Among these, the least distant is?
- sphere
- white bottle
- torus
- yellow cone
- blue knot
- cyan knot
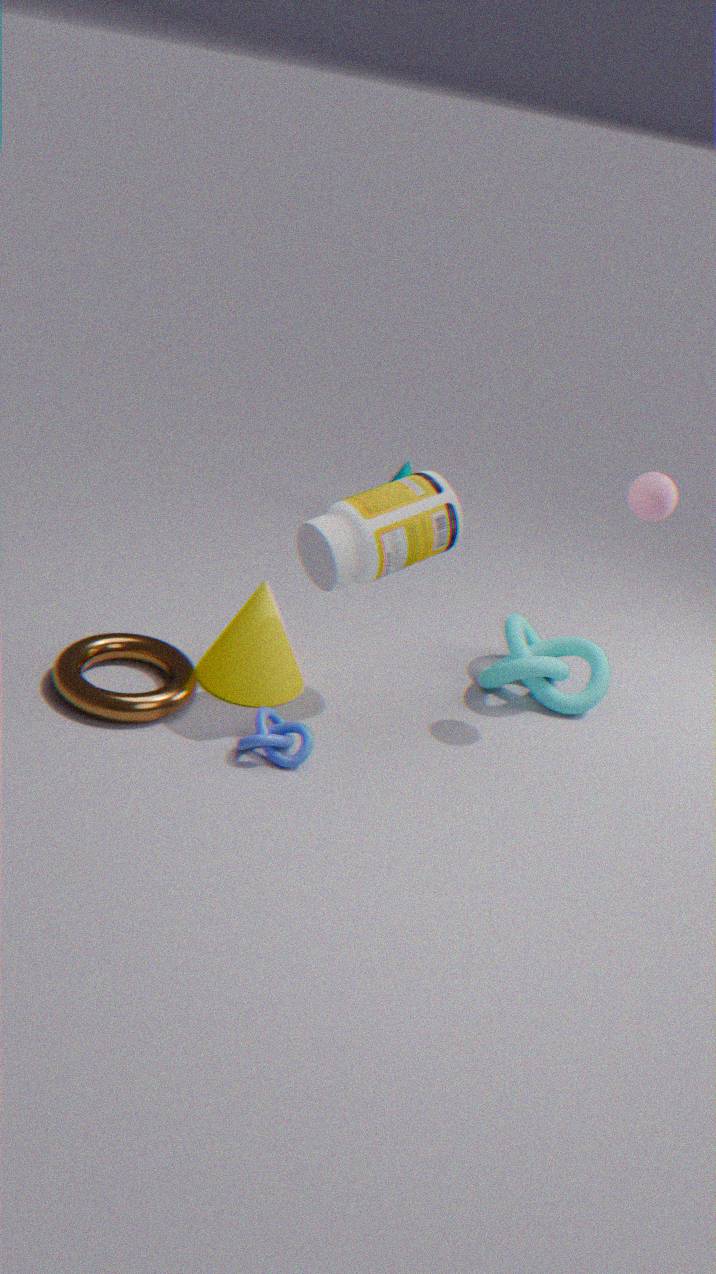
white bottle
